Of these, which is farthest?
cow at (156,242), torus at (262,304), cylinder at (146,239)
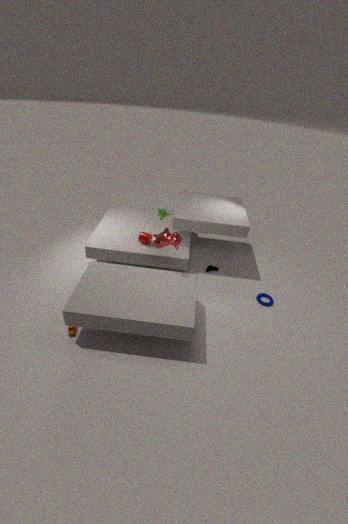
cylinder at (146,239)
